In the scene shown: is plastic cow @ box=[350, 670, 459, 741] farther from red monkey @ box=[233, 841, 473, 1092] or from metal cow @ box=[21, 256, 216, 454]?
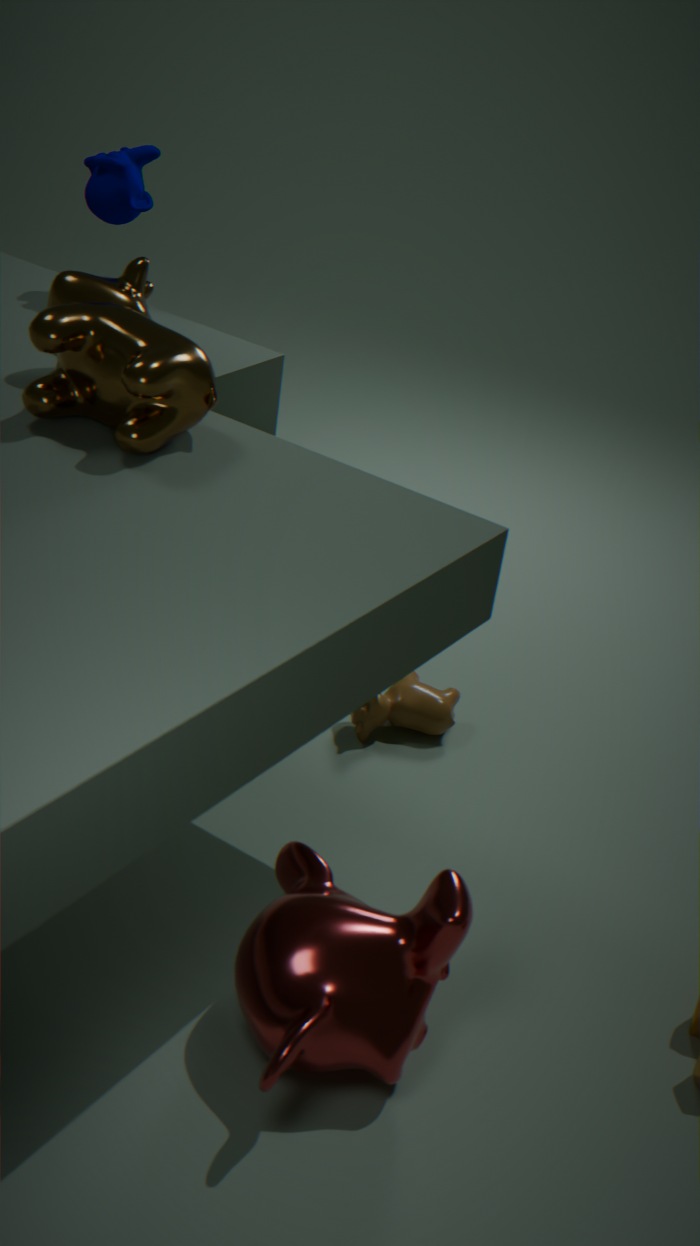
metal cow @ box=[21, 256, 216, 454]
